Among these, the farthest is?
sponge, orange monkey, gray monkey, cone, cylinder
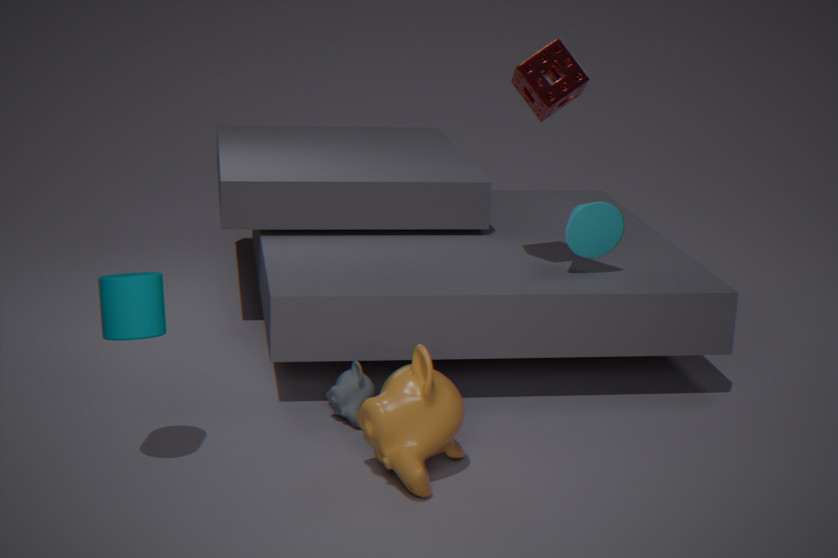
cone
